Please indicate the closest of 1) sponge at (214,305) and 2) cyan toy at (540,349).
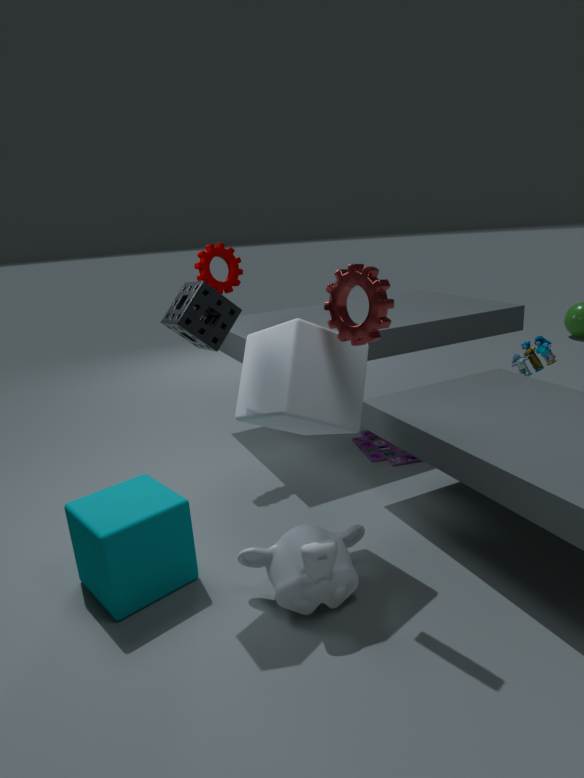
1. sponge at (214,305)
